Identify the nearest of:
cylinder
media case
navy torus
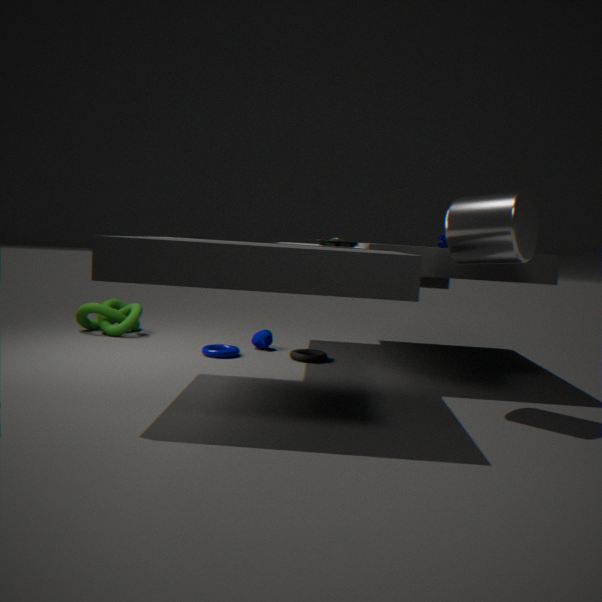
cylinder
